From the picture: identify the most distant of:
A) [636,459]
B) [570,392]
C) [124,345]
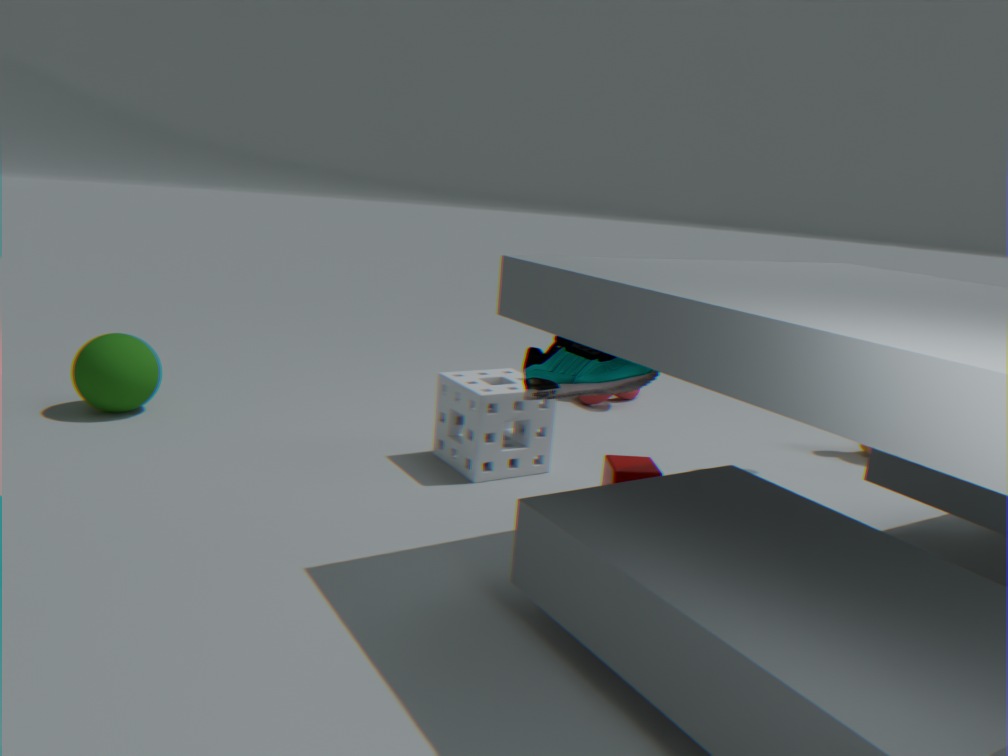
C. [124,345]
